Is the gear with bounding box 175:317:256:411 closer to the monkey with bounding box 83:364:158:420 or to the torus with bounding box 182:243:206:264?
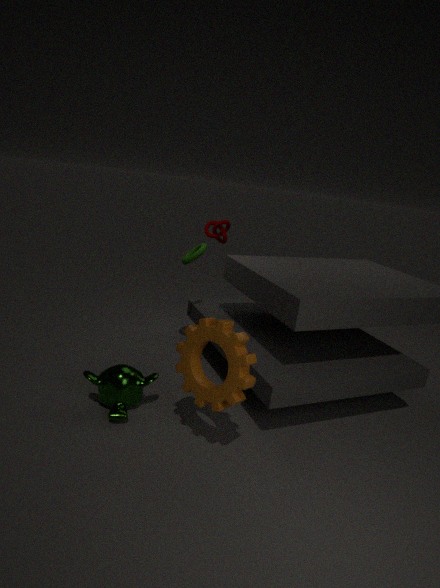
the monkey with bounding box 83:364:158:420
